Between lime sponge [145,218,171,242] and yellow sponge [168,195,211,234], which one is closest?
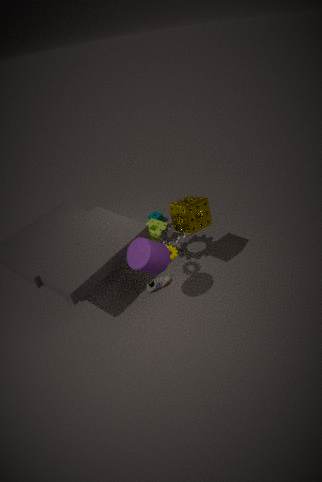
yellow sponge [168,195,211,234]
